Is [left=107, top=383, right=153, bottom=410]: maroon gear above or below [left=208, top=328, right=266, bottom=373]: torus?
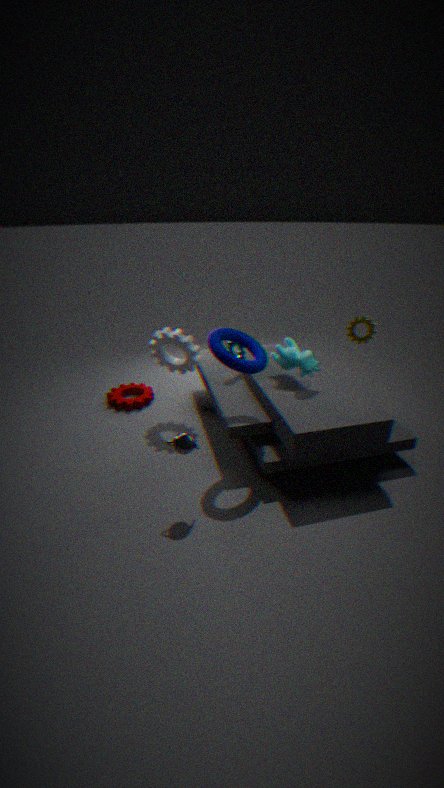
below
